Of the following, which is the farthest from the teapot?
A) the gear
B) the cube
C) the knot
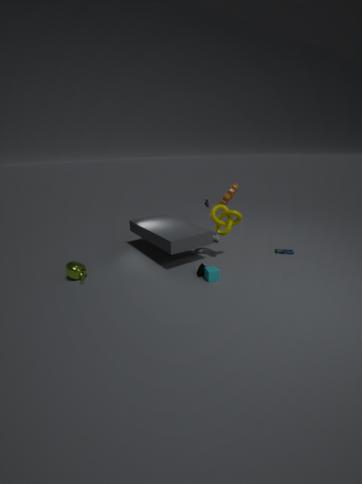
the gear
